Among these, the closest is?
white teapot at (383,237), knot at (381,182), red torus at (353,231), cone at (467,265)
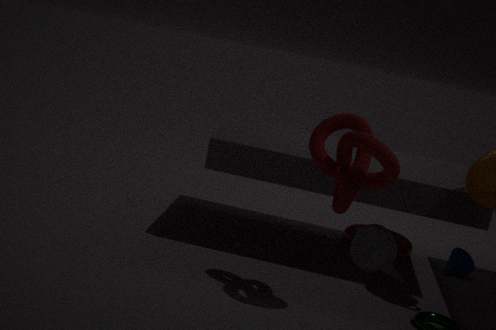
A: knot at (381,182)
